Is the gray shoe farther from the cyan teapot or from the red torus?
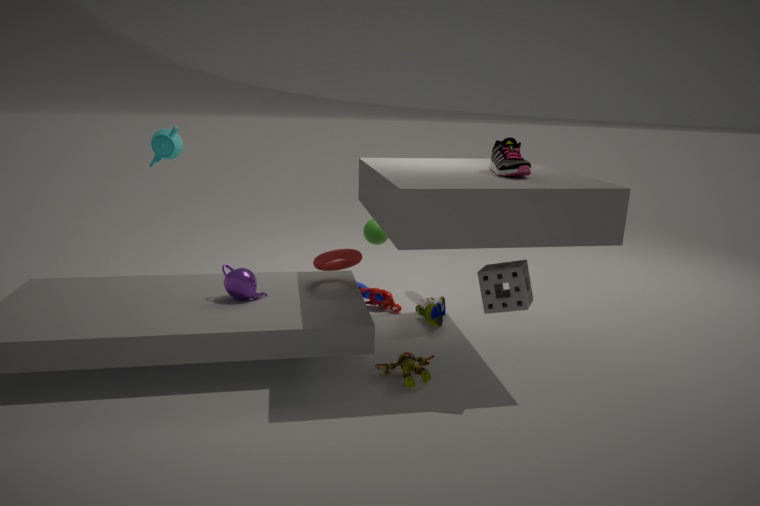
the cyan teapot
